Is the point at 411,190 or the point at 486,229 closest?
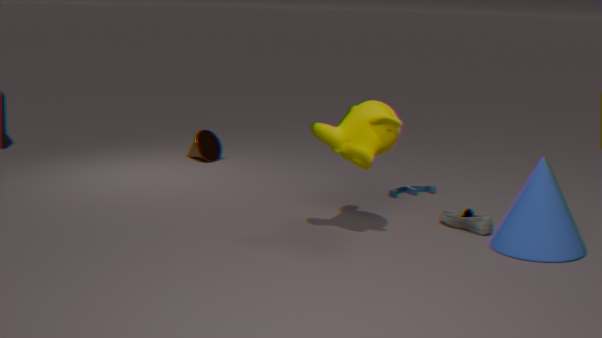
the point at 486,229
